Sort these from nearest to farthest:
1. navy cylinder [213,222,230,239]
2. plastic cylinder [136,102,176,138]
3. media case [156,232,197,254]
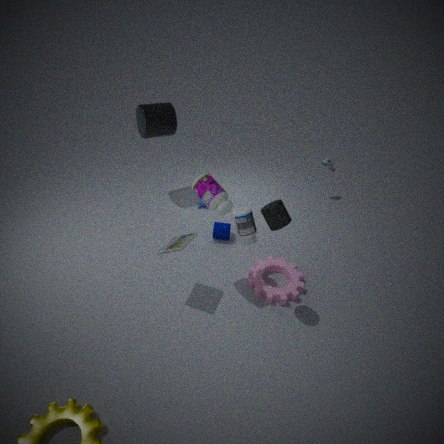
media case [156,232,197,254] → plastic cylinder [136,102,176,138] → navy cylinder [213,222,230,239]
